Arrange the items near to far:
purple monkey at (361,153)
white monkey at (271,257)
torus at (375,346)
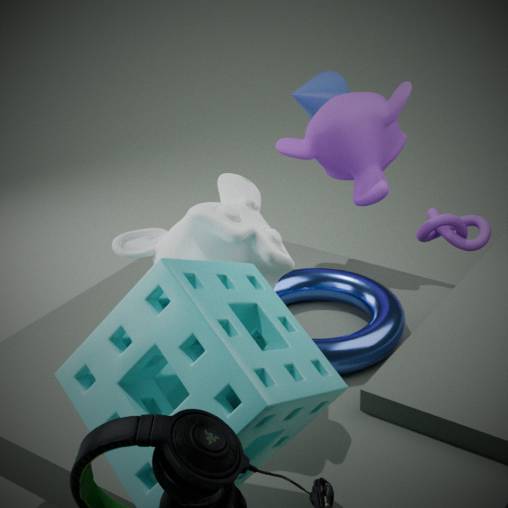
white monkey at (271,257), torus at (375,346), purple monkey at (361,153)
